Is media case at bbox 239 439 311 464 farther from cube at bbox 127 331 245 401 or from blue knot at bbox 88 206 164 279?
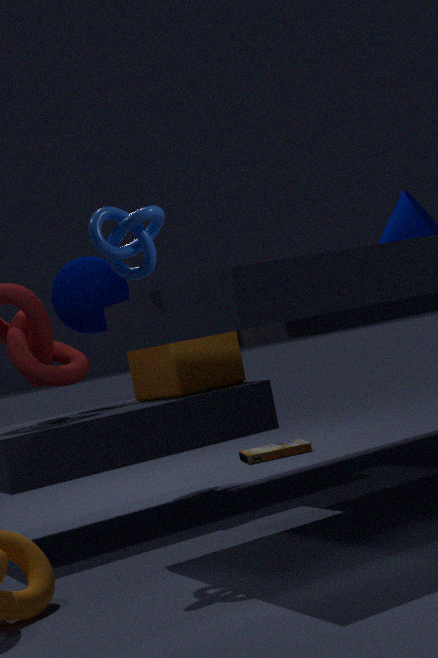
blue knot at bbox 88 206 164 279
